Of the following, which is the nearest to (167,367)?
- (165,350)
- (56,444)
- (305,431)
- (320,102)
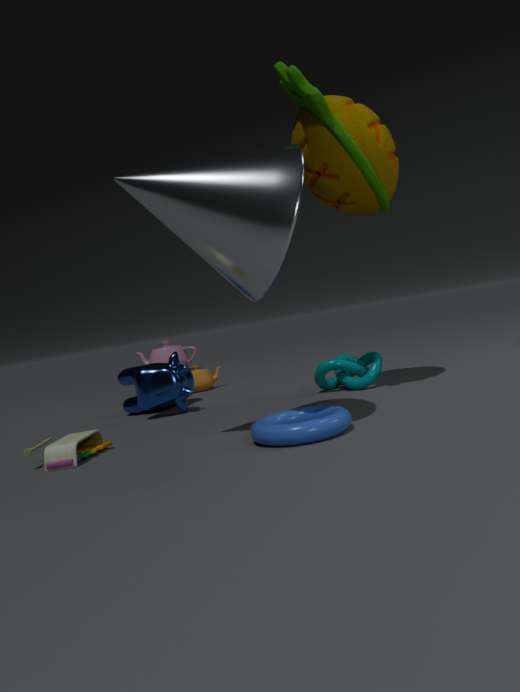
(56,444)
